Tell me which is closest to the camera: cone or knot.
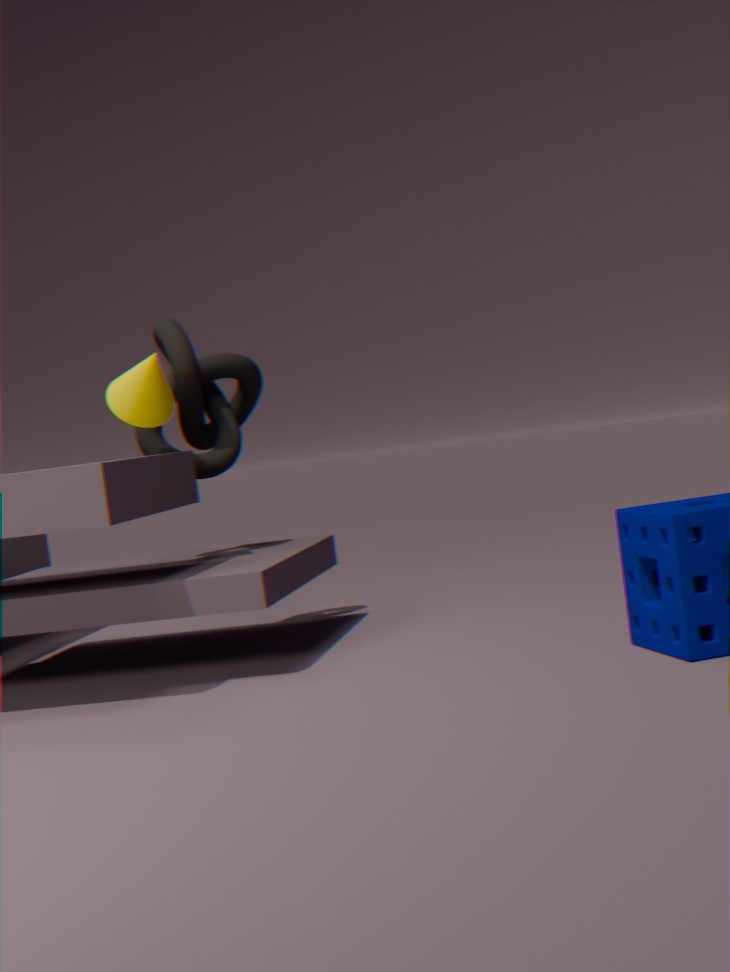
cone
